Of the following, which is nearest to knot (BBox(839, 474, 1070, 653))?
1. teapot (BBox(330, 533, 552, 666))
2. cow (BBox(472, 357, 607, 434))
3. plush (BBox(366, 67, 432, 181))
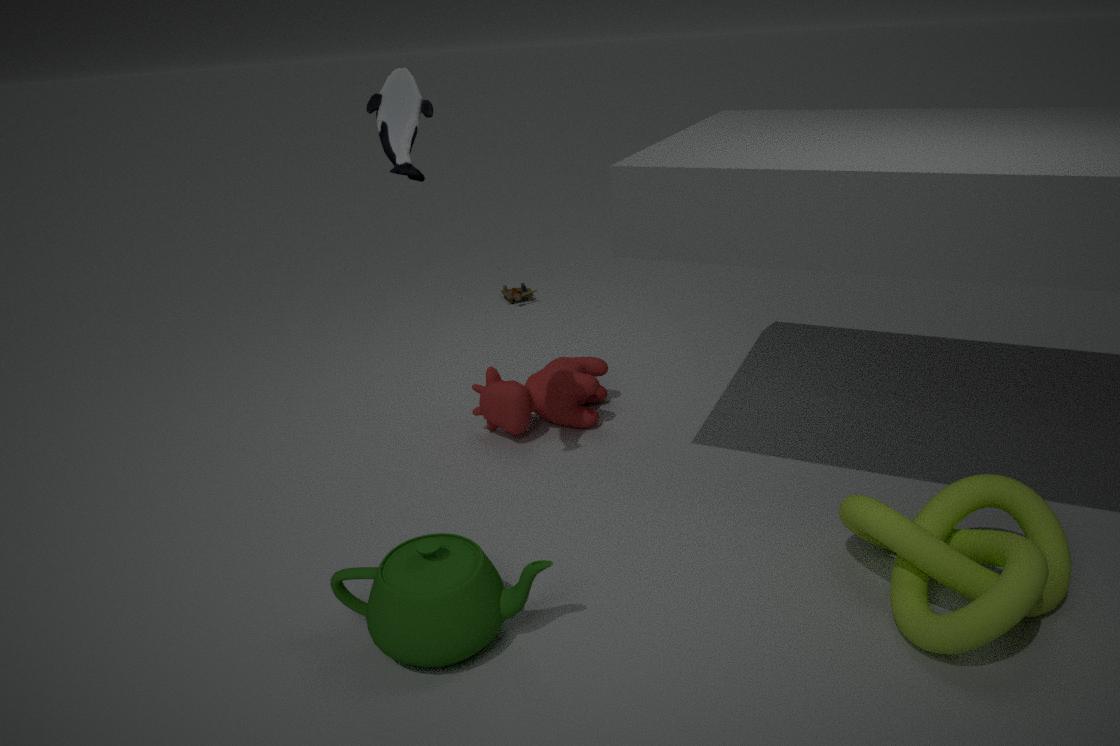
teapot (BBox(330, 533, 552, 666))
